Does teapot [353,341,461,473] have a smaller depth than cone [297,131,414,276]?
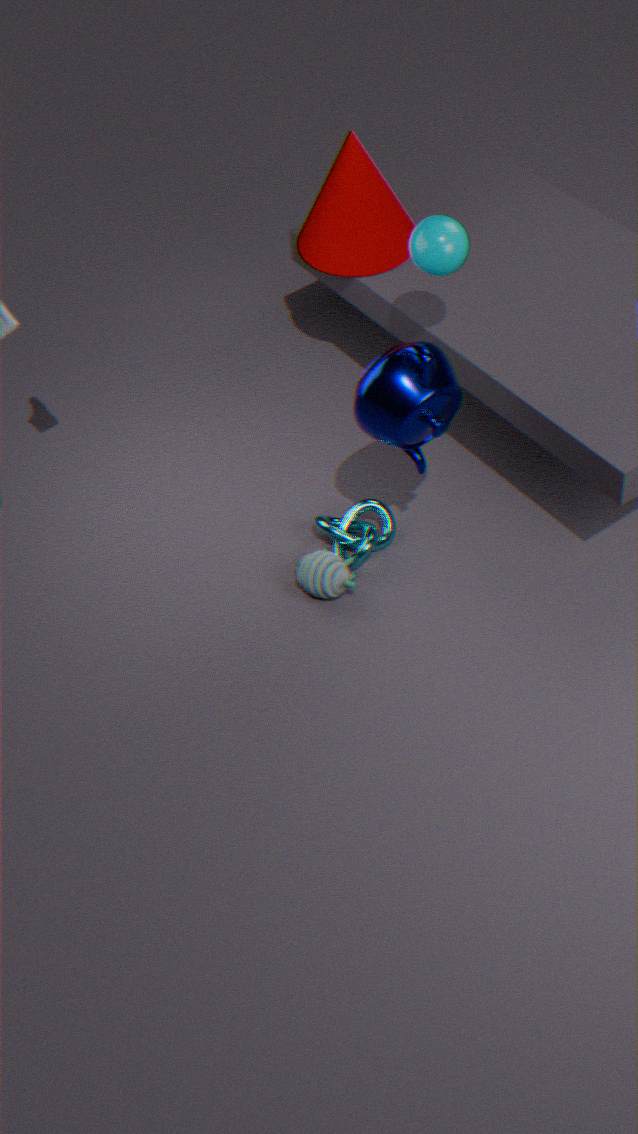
Yes
